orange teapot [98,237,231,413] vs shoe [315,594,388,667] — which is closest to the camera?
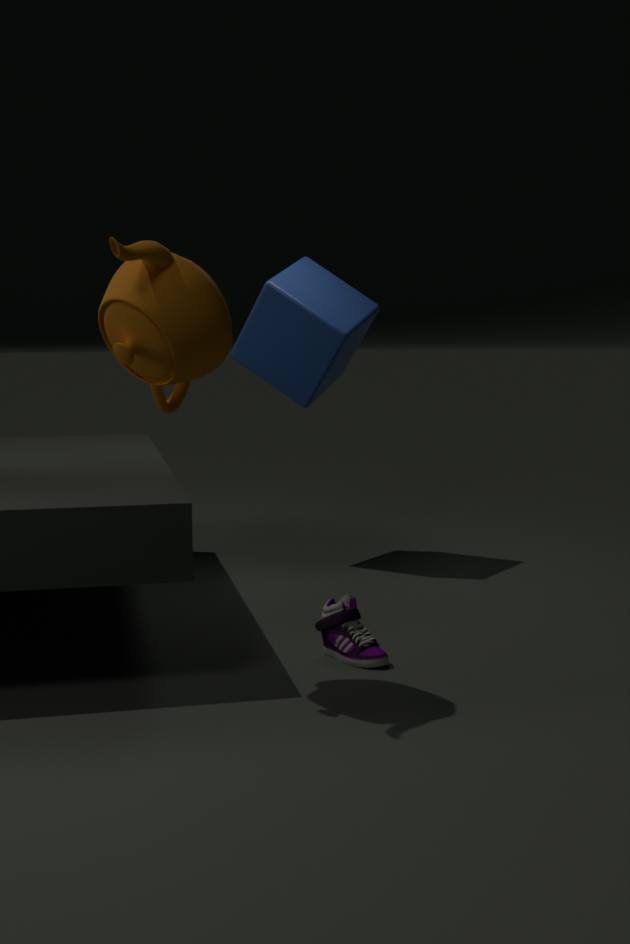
orange teapot [98,237,231,413]
